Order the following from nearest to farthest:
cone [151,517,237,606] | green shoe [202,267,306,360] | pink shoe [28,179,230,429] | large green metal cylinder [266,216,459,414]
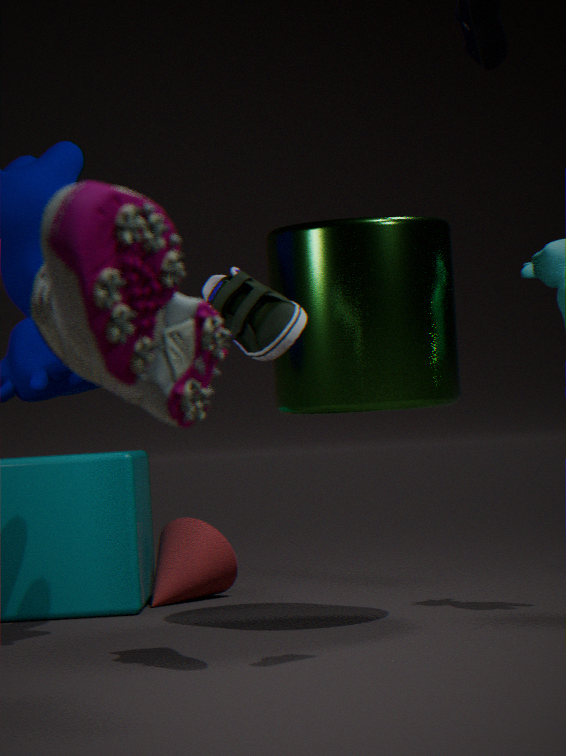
pink shoe [28,179,230,429]
green shoe [202,267,306,360]
large green metal cylinder [266,216,459,414]
cone [151,517,237,606]
